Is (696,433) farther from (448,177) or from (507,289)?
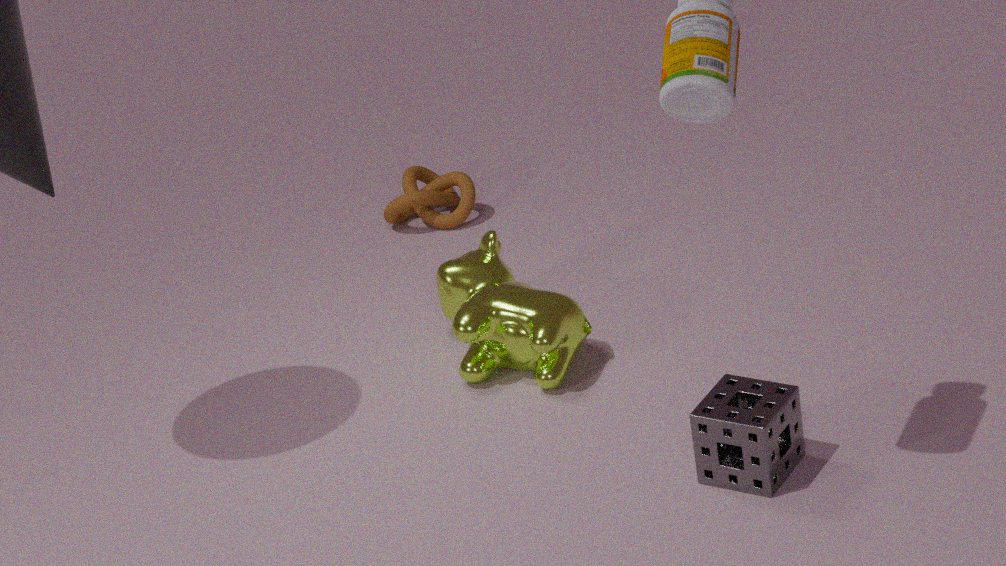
(448,177)
